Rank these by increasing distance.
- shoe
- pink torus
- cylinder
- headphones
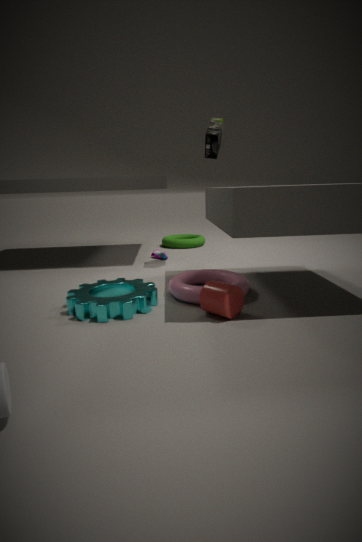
cylinder
pink torus
headphones
shoe
